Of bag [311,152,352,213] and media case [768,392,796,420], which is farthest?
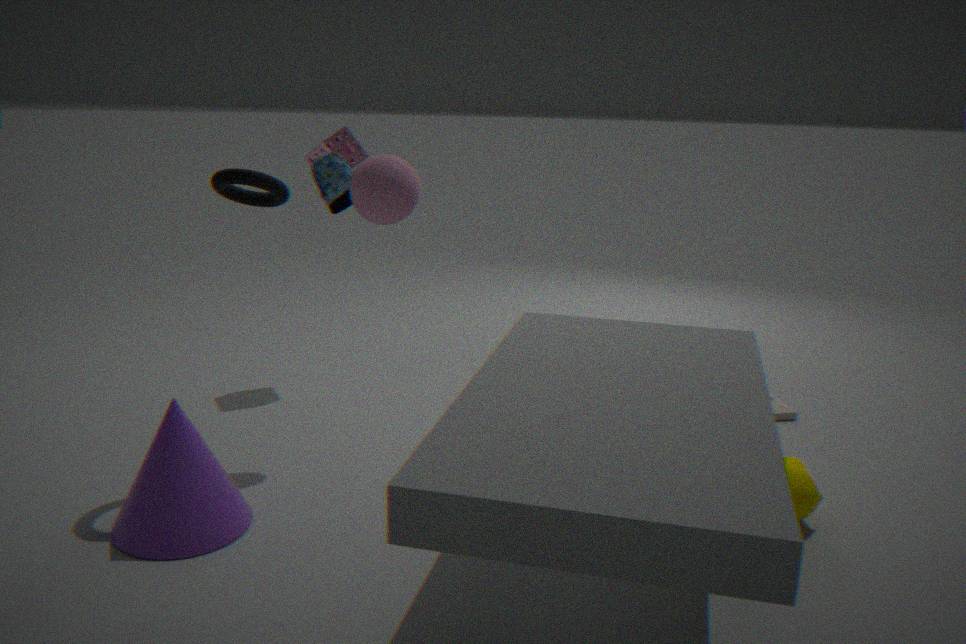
media case [768,392,796,420]
